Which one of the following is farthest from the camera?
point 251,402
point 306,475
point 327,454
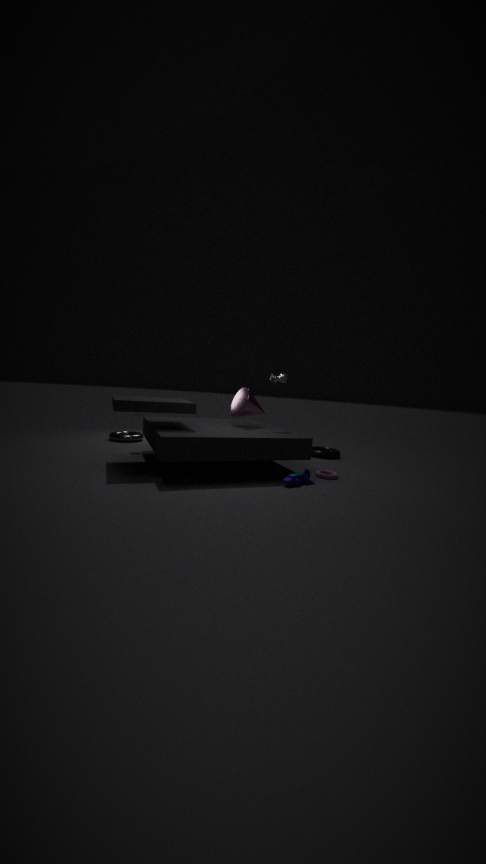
point 327,454
